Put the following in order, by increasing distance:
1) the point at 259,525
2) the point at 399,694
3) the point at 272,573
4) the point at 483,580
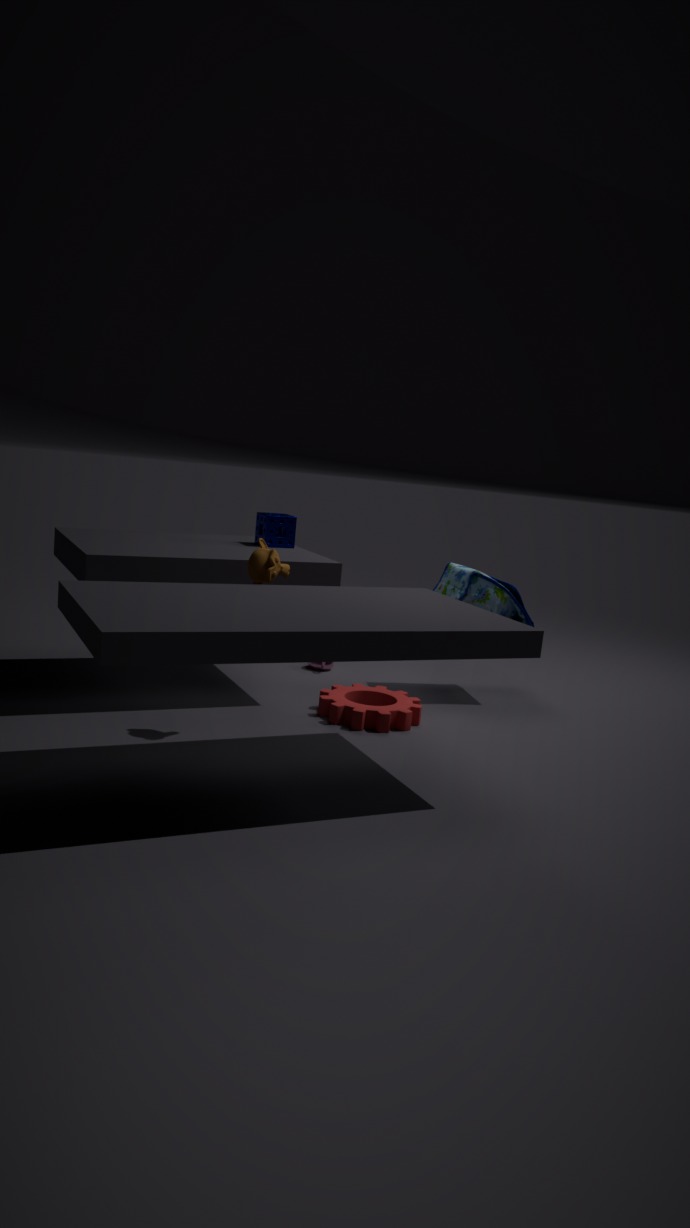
1. 3. the point at 272,573
2. 2. the point at 399,694
3. 4. the point at 483,580
4. 1. the point at 259,525
